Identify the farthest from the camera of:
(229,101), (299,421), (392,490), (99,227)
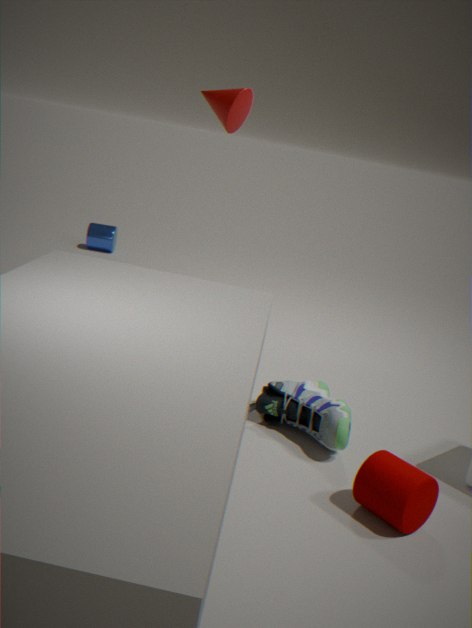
(99,227)
